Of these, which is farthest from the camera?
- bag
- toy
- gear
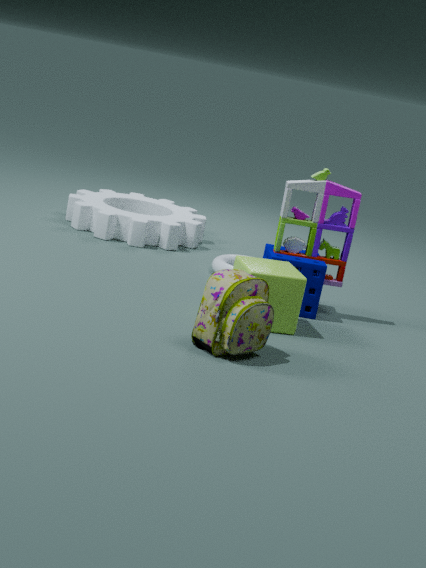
gear
